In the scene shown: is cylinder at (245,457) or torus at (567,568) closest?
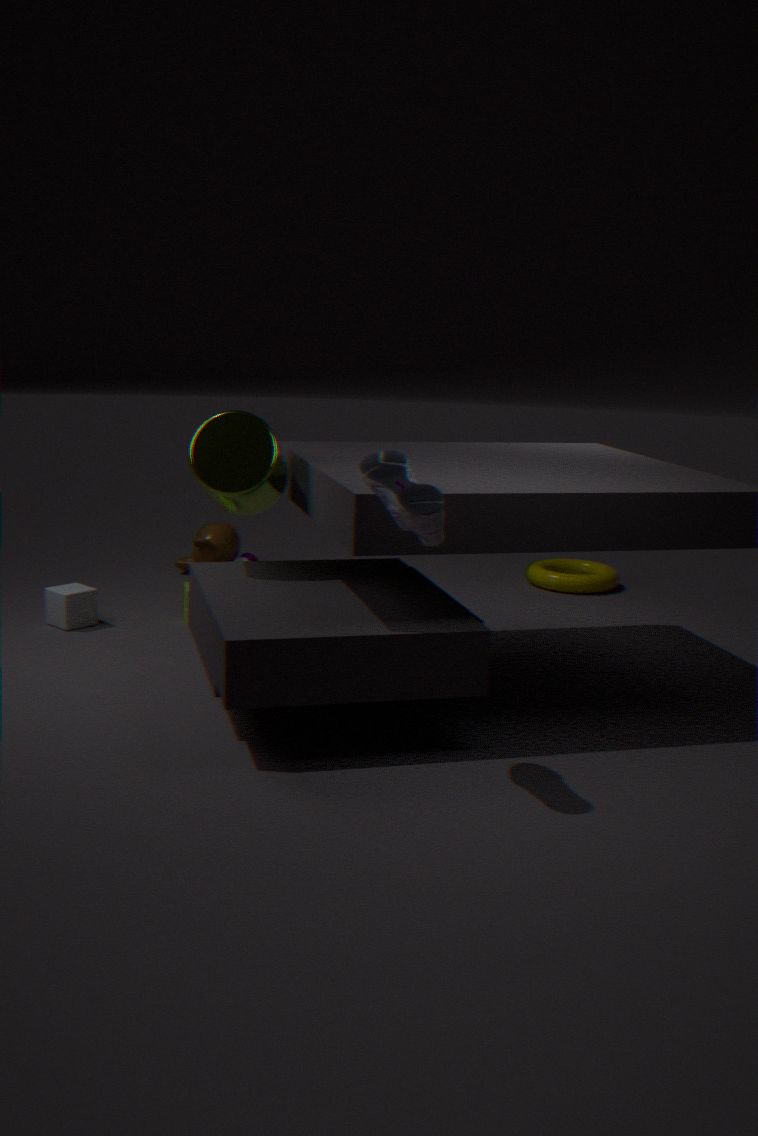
cylinder at (245,457)
